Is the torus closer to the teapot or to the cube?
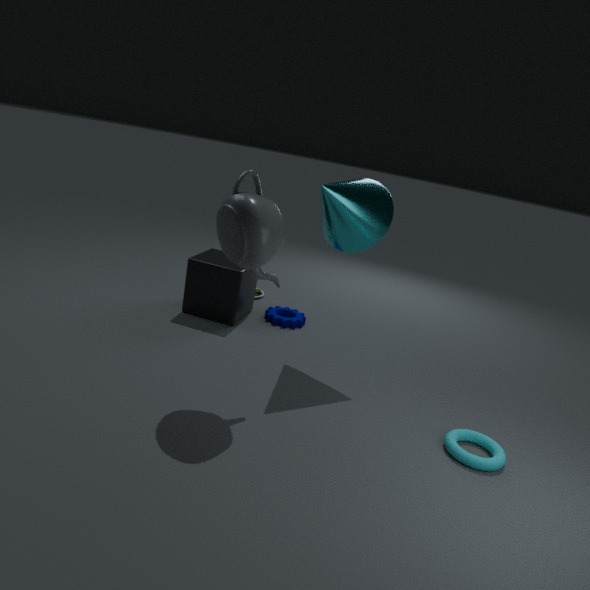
the teapot
